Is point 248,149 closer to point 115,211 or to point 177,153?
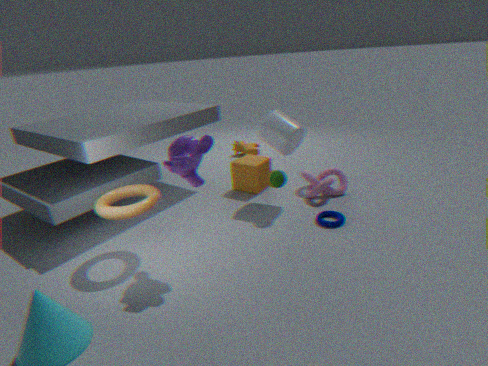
point 115,211
